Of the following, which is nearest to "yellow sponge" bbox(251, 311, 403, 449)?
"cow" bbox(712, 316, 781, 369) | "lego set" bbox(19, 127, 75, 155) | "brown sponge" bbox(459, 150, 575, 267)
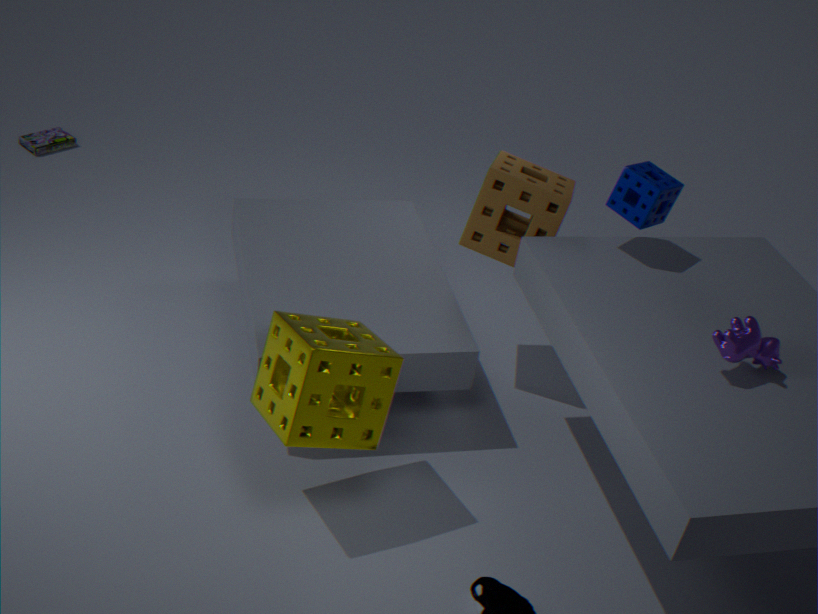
"brown sponge" bbox(459, 150, 575, 267)
